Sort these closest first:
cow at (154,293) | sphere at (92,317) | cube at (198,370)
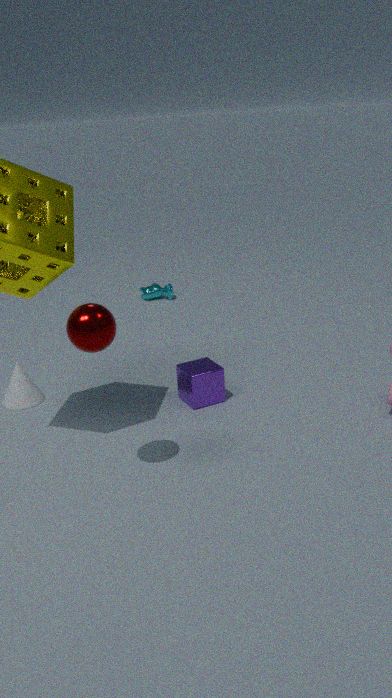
sphere at (92,317) < cube at (198,370) < cow at (154,293)
